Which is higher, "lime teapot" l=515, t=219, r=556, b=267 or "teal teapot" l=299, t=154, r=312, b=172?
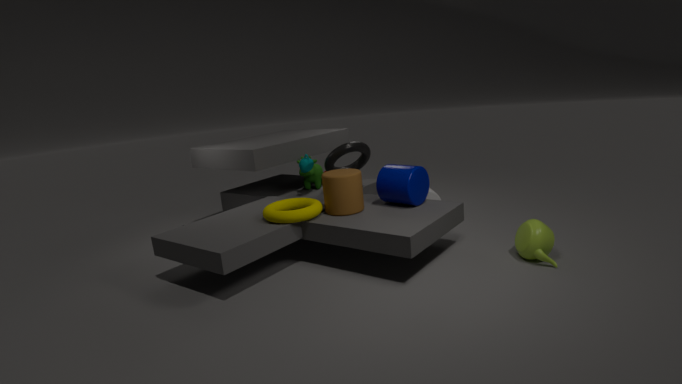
"teal teapot" l=299, t=154, r=312, b=172
